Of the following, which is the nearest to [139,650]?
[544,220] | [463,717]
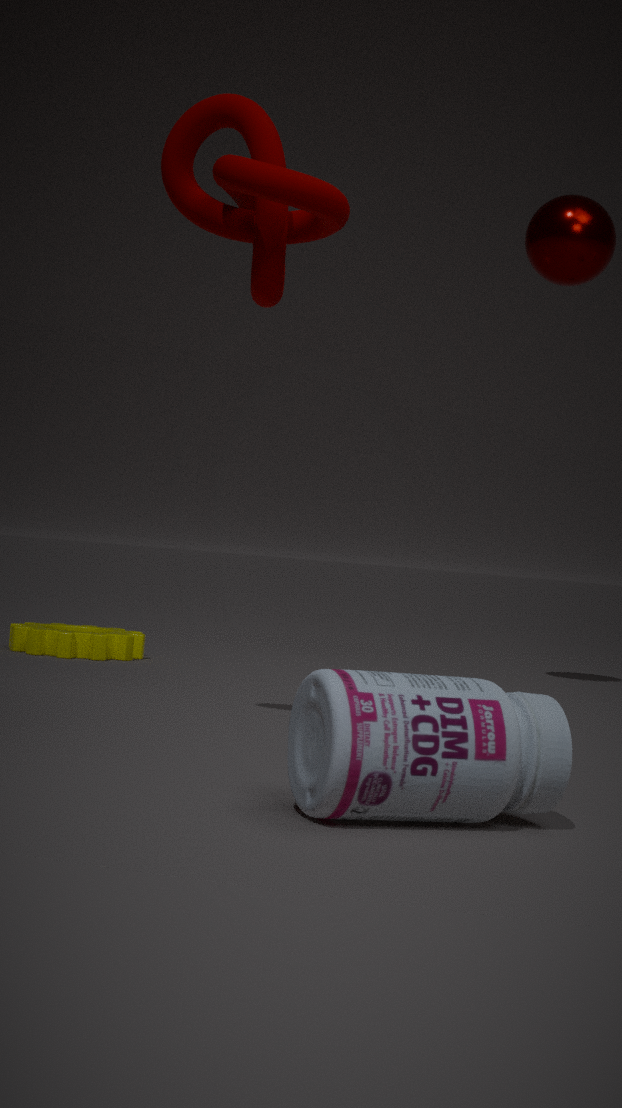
[544,220]
